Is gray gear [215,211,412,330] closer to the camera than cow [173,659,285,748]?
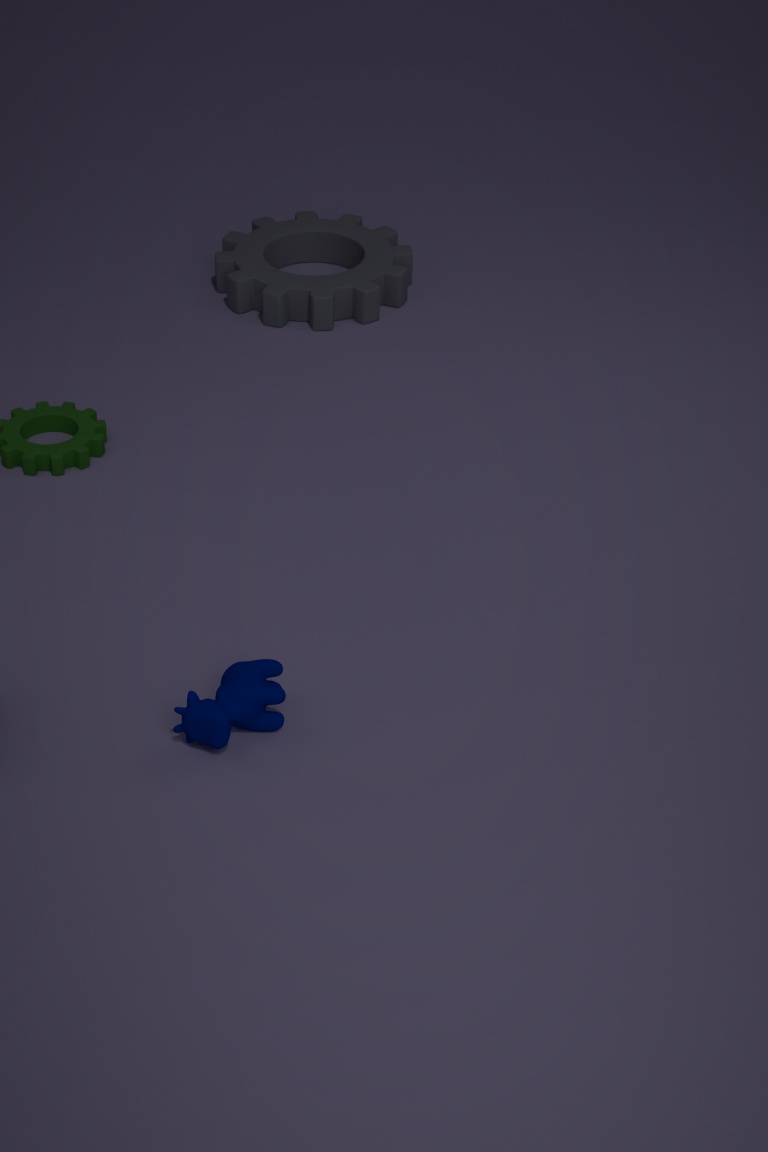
No
